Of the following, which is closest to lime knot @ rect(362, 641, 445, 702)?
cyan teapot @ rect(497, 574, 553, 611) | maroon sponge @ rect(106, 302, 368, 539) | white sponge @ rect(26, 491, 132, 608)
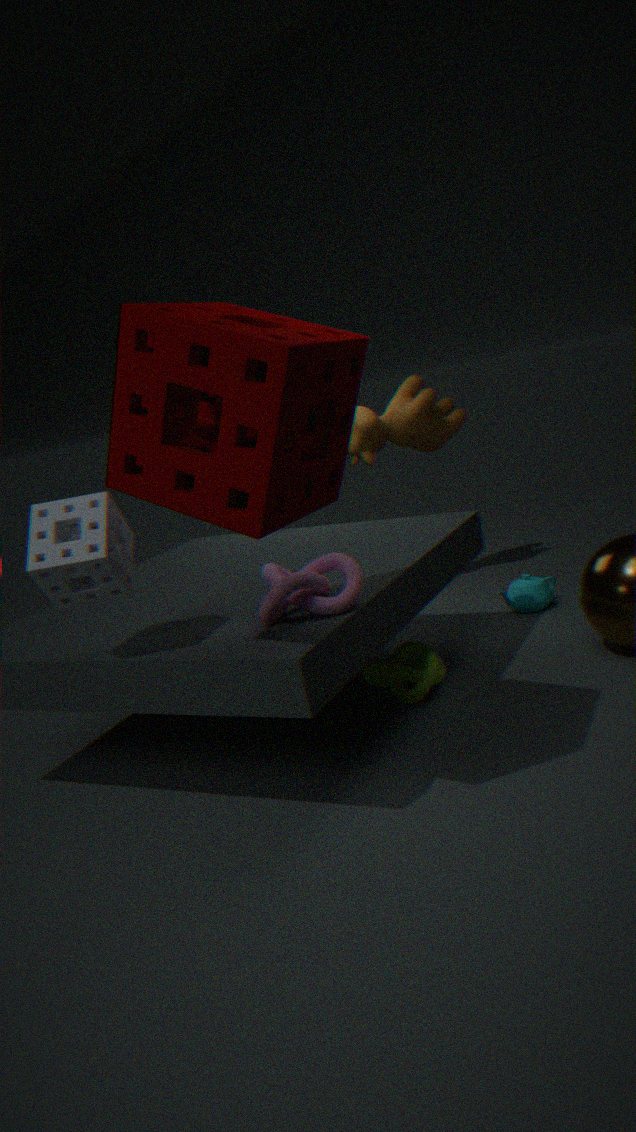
cyan teapot @ rect(497, 574, 553, 611)
